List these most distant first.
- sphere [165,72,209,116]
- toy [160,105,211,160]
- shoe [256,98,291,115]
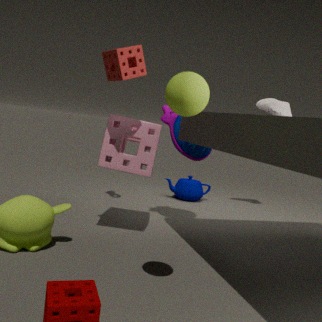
shoe [256,98,291,115] < toy [160,105,211,160] < sphere [165,72,209,116]
